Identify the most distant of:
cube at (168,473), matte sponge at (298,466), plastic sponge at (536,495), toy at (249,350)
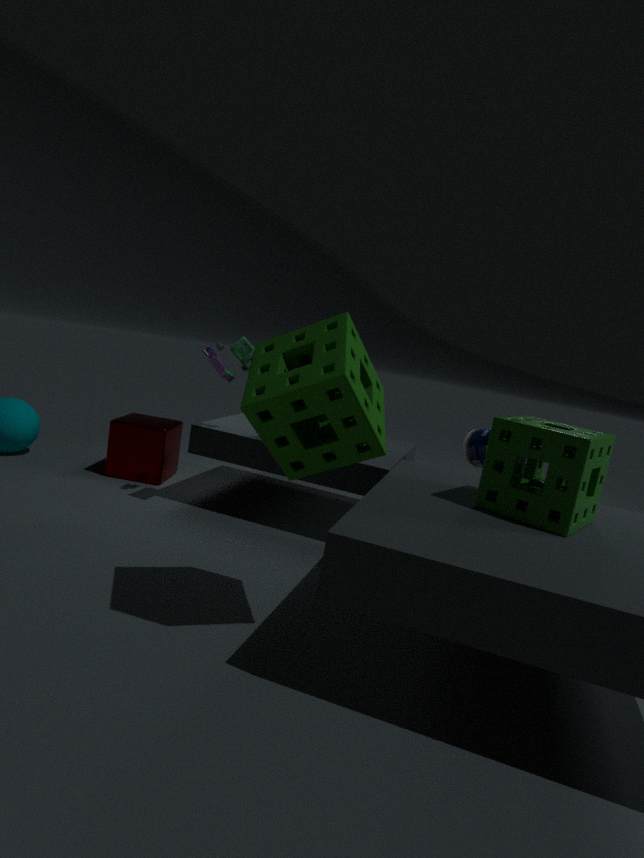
cube at (168,473)
